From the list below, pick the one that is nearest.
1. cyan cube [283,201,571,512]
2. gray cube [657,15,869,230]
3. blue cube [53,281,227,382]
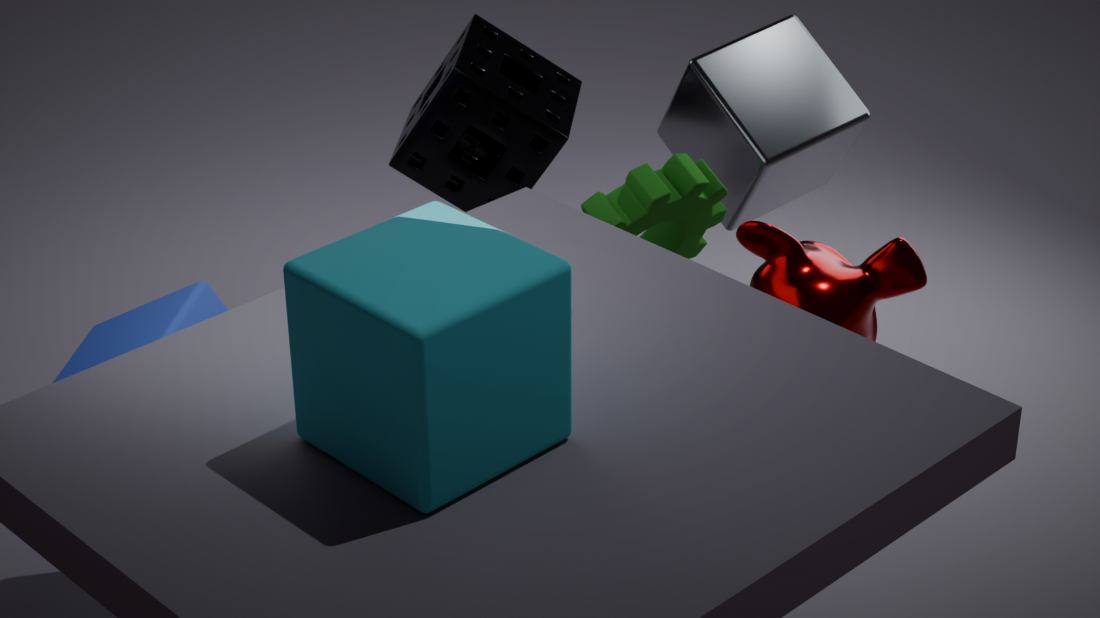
cyan cube [283,201,571,512]
